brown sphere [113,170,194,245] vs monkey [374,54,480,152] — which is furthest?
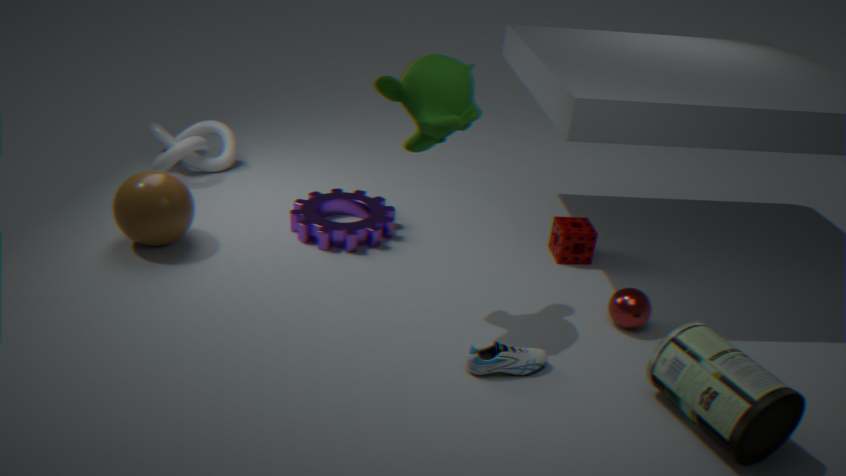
brown sphere [113,170,194,245]
